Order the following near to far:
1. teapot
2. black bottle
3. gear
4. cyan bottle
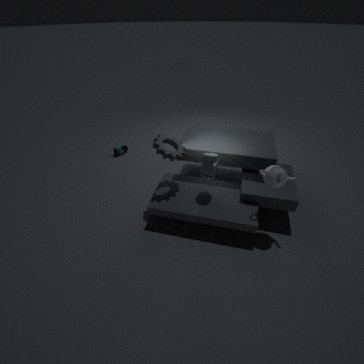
teapot → black bottle → gear → cyan bottle
